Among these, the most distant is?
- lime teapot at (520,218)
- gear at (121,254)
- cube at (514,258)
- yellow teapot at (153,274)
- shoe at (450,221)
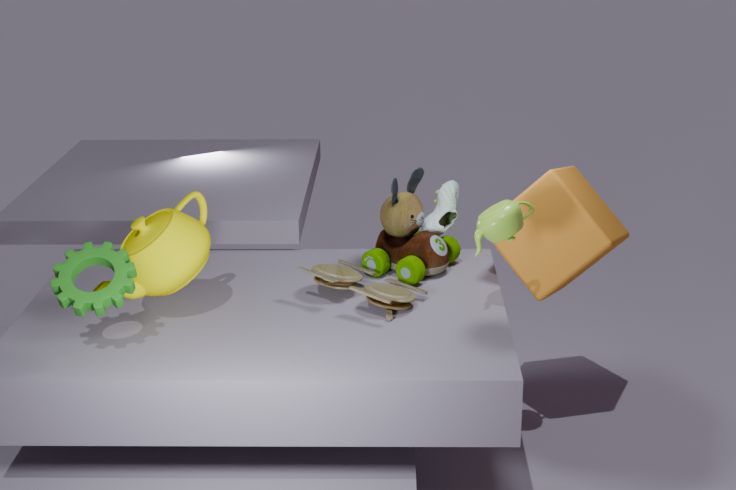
shoe at (450,221)
